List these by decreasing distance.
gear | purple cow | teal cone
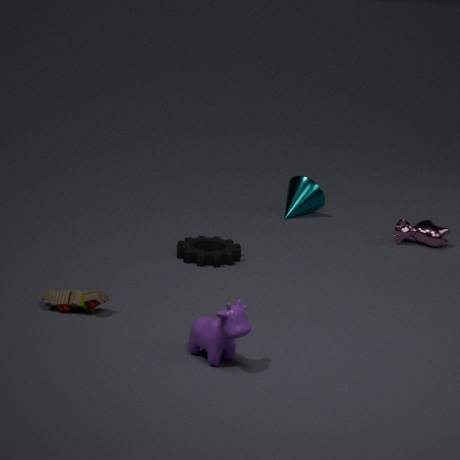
teal cone, gear, purple cow
